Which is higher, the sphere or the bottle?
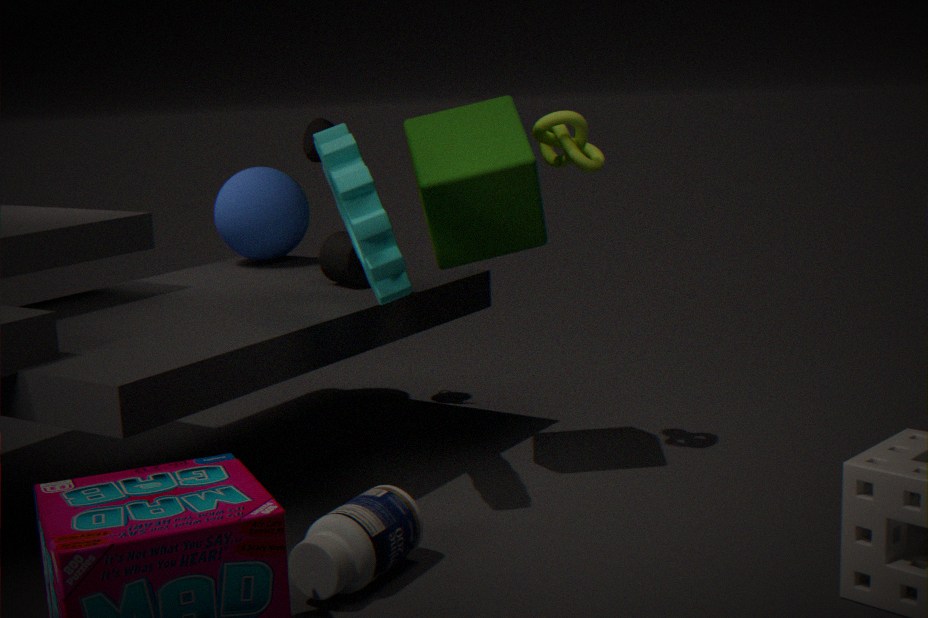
the sphere
